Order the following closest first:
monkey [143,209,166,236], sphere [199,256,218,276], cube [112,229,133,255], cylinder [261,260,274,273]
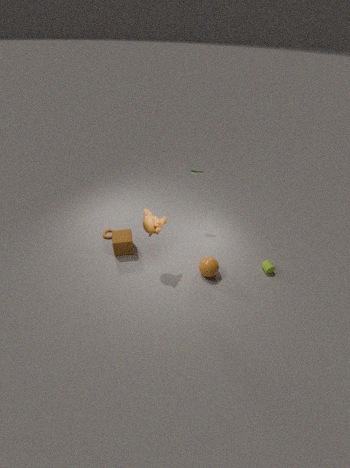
monkey [143,209,166,236]
sphere [199,256,218,276]
cylinder [261,260,274,273]
cube [112,229,133,255]
